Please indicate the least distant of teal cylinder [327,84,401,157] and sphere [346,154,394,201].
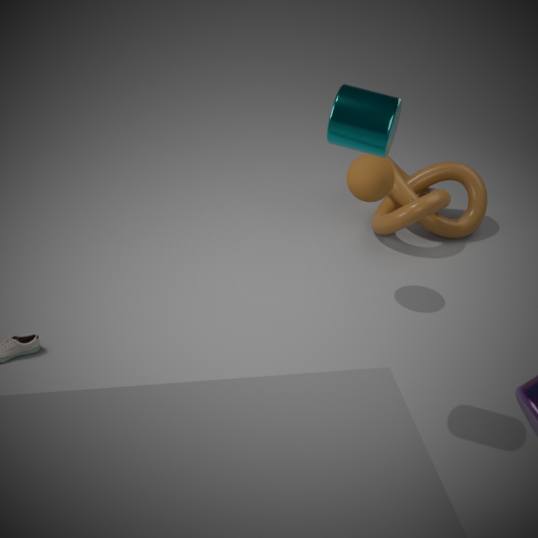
teal cylinder [327,84,401,157]
